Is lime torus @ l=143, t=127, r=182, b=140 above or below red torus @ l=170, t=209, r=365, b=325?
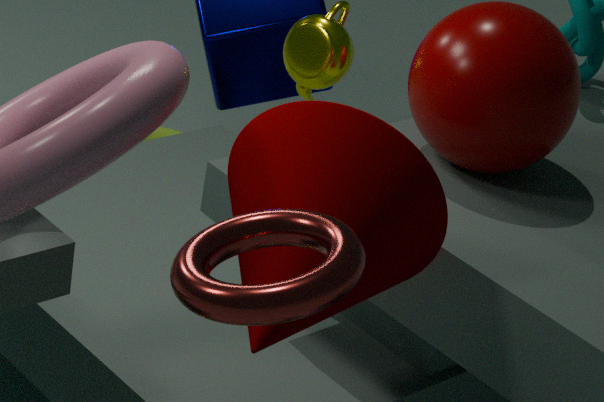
below
